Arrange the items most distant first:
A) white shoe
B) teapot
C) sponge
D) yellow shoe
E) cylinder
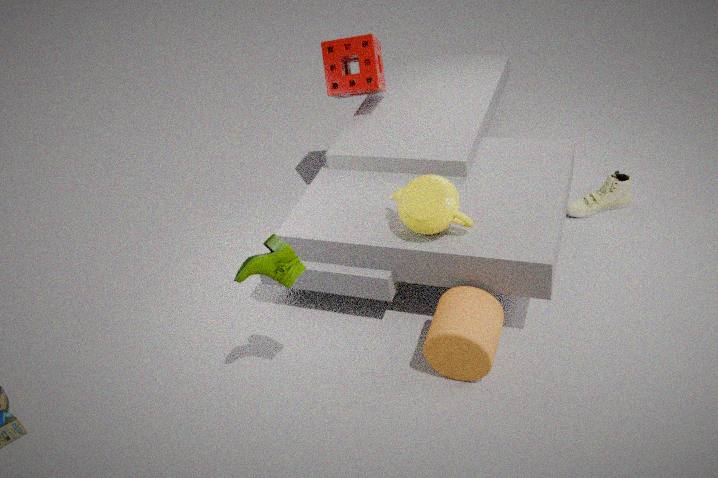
sponge
white shoe
teapot
cylinder
yellow shoe
